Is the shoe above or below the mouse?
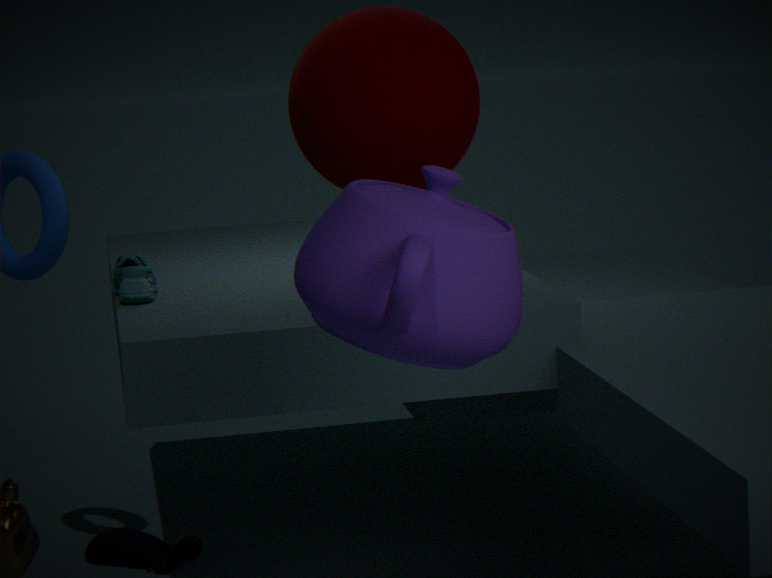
above
